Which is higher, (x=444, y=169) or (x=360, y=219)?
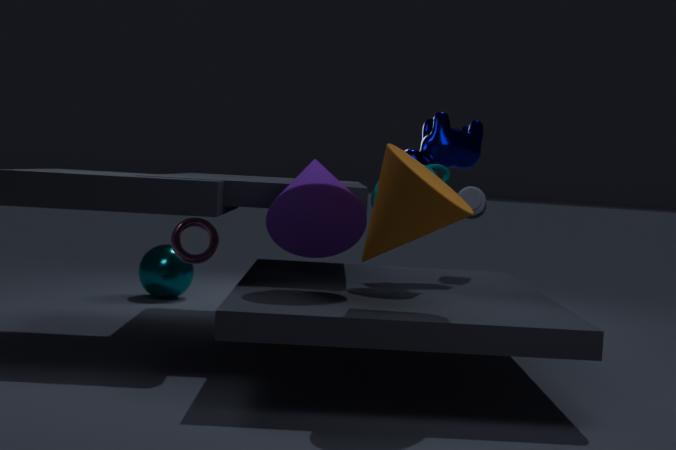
(x=444, y=169)
